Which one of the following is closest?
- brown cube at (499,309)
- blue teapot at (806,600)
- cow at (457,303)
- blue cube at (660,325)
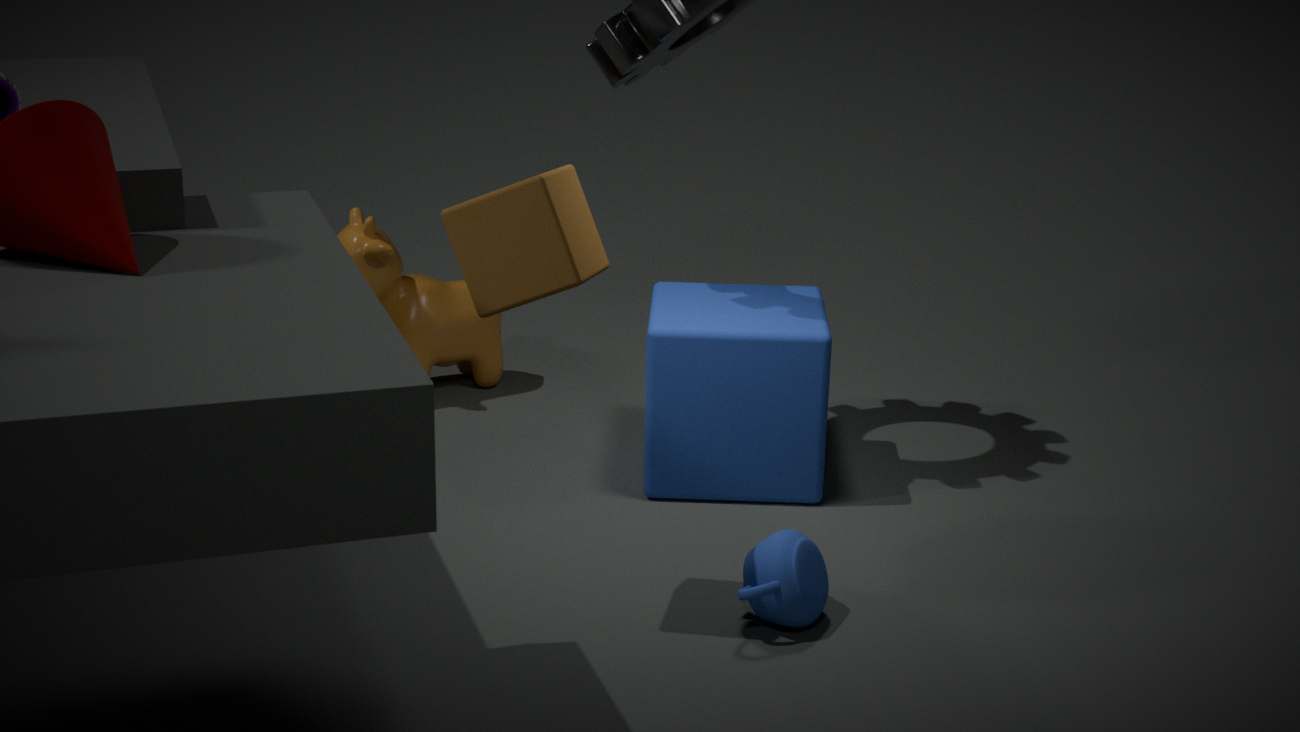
brown cube at (499,309)
